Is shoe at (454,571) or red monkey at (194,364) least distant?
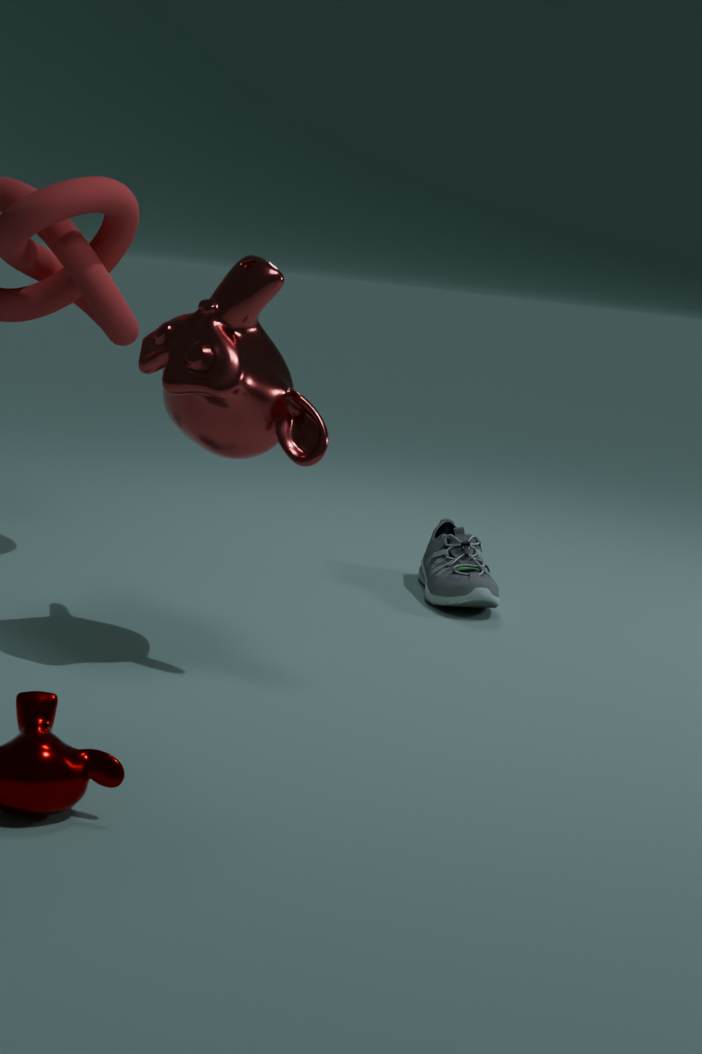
red monkey at (194,364)
